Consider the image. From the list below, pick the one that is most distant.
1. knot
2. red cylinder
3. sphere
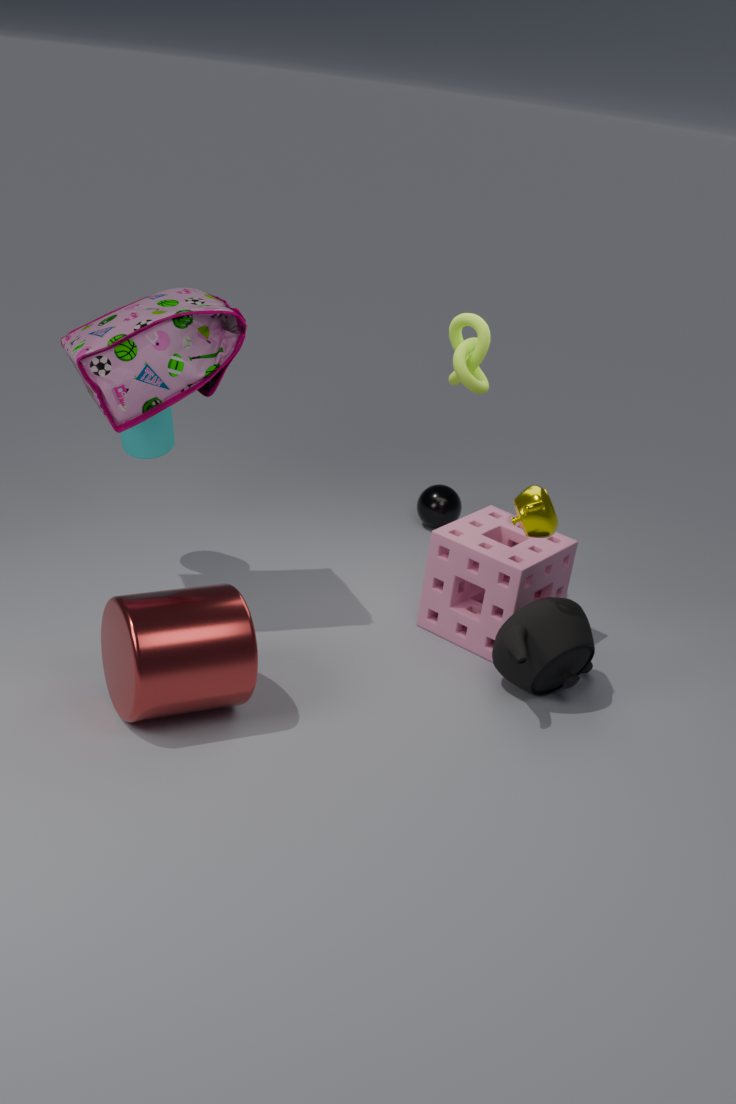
sphere
